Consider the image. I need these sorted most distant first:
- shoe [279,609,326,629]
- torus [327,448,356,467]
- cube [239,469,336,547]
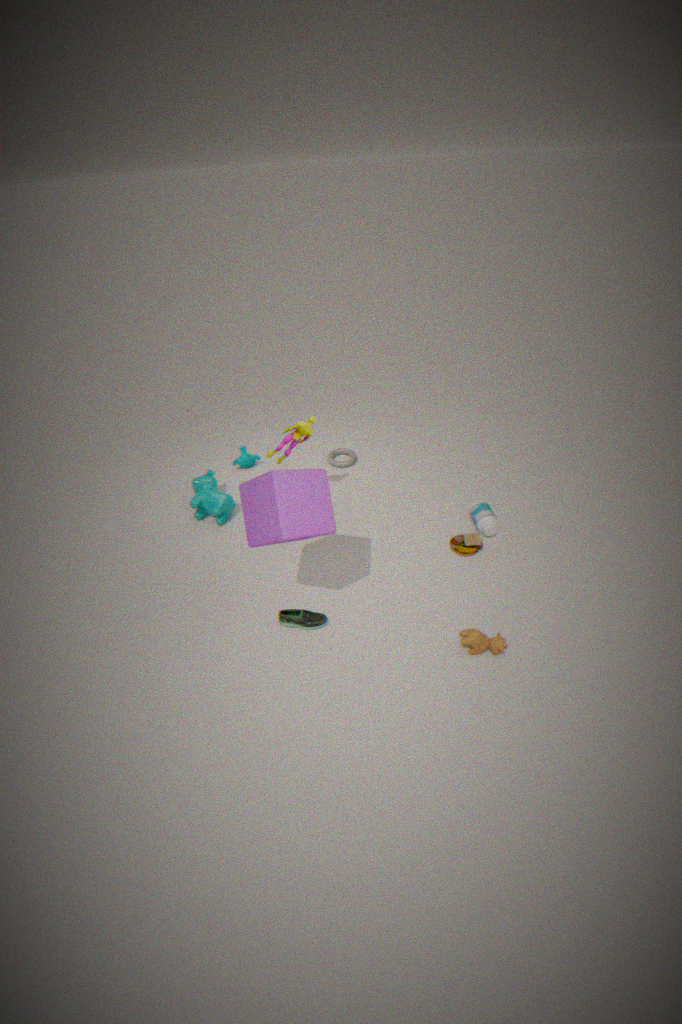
torus [327,448,356,467], shoe [279,609,326,629], cube [239,469,336,547]
